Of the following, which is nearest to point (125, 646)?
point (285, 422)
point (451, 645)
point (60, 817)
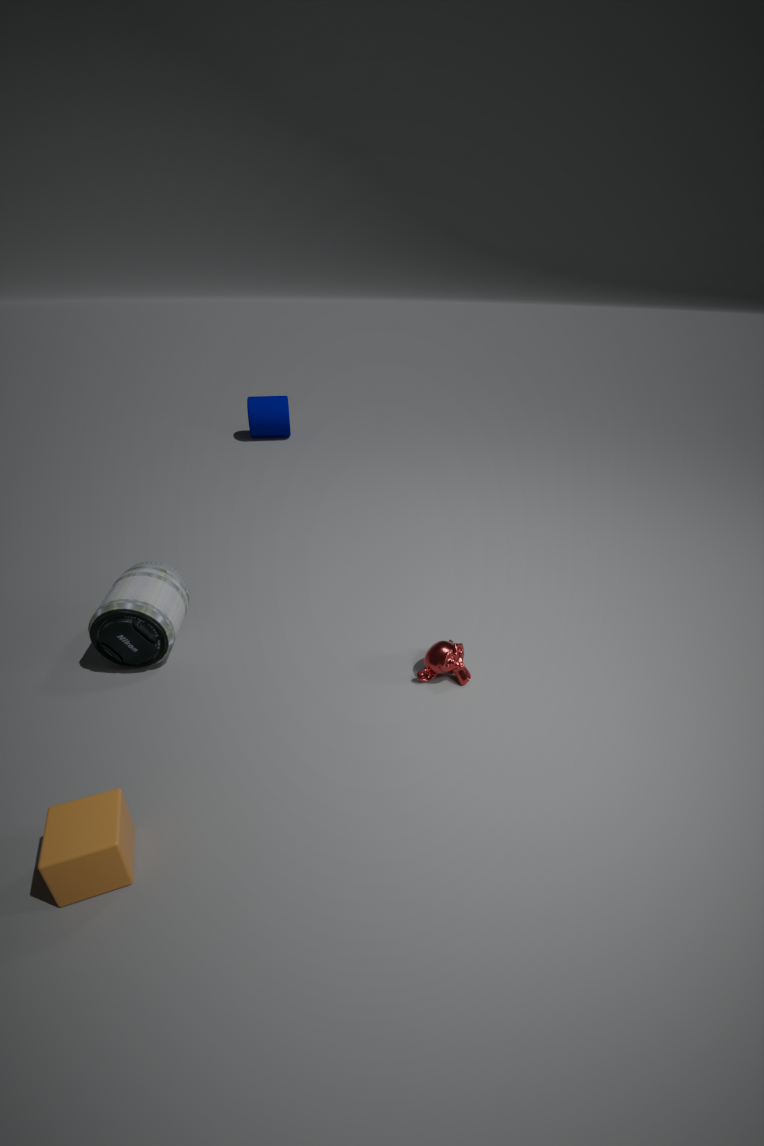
point (60, 817)
